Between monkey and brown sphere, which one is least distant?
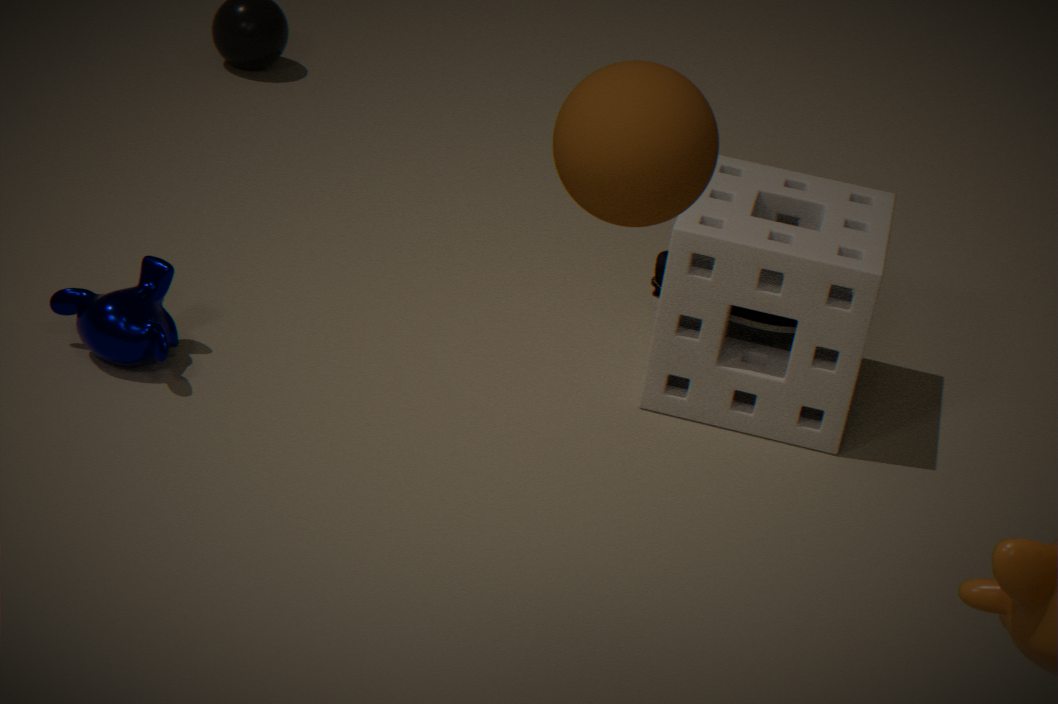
brown sphere
